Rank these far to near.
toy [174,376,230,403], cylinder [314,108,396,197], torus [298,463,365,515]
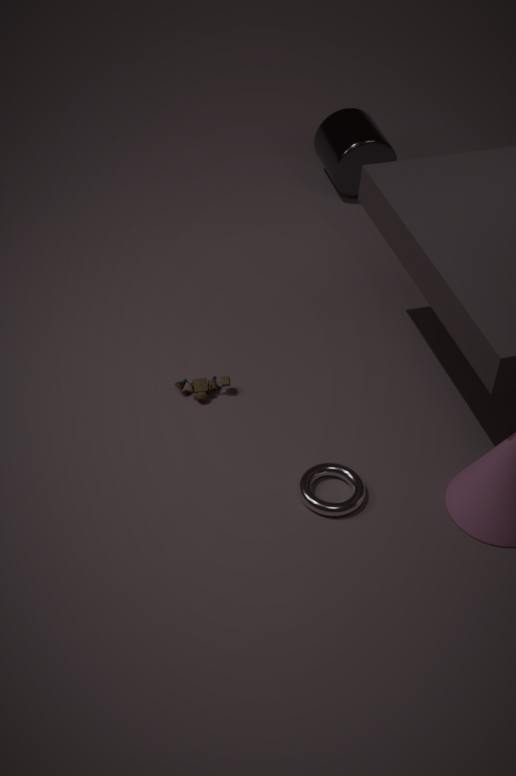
cylinder [314,108,396,197] < toy [174,376,230,403] < torus [298,463,365,515]
